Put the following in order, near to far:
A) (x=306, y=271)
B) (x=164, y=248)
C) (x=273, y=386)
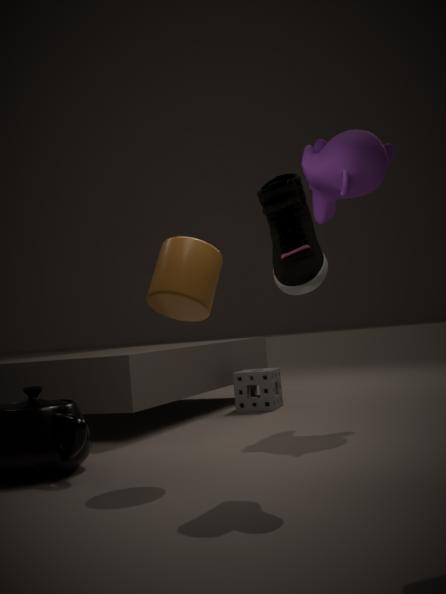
(x=306, y=271) → (x=164, y=248) → (x=273, y=386)
